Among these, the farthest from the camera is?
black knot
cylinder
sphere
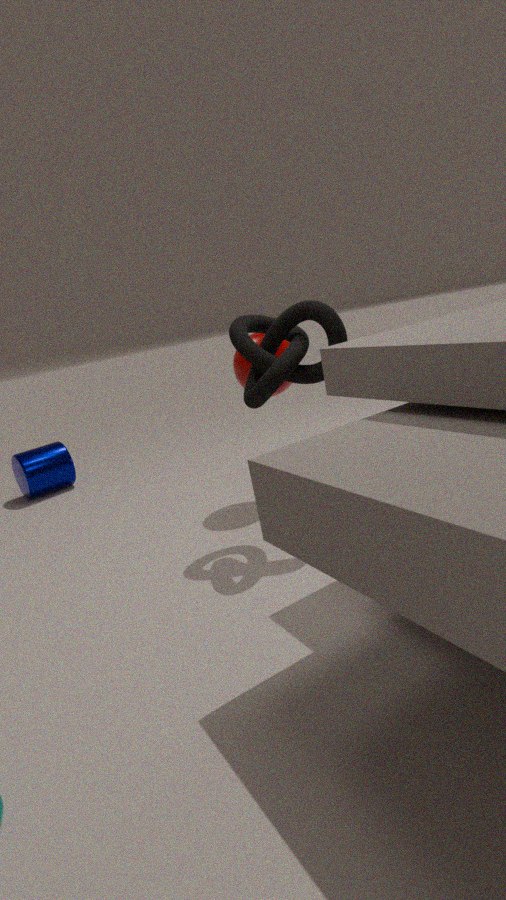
cylinder
